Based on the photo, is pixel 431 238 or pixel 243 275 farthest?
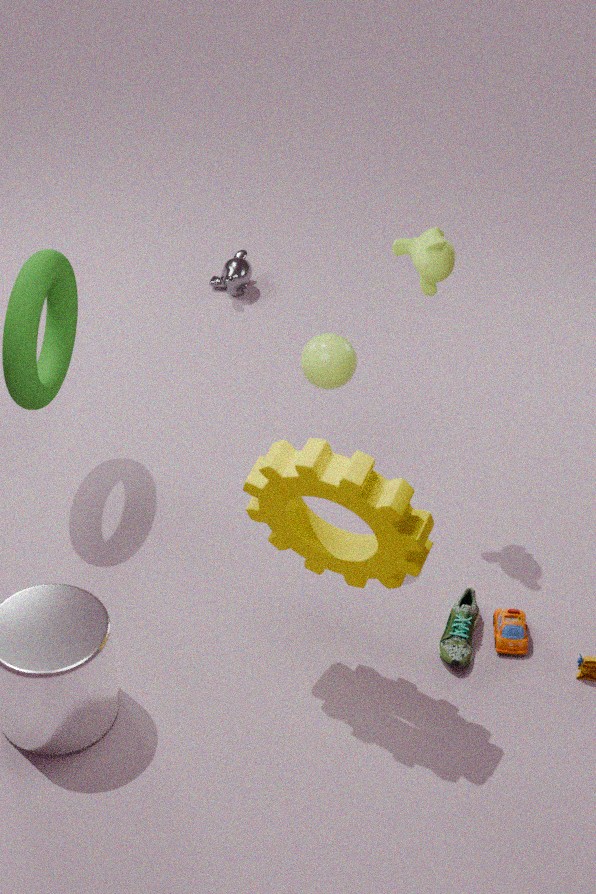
pixel 243 275
